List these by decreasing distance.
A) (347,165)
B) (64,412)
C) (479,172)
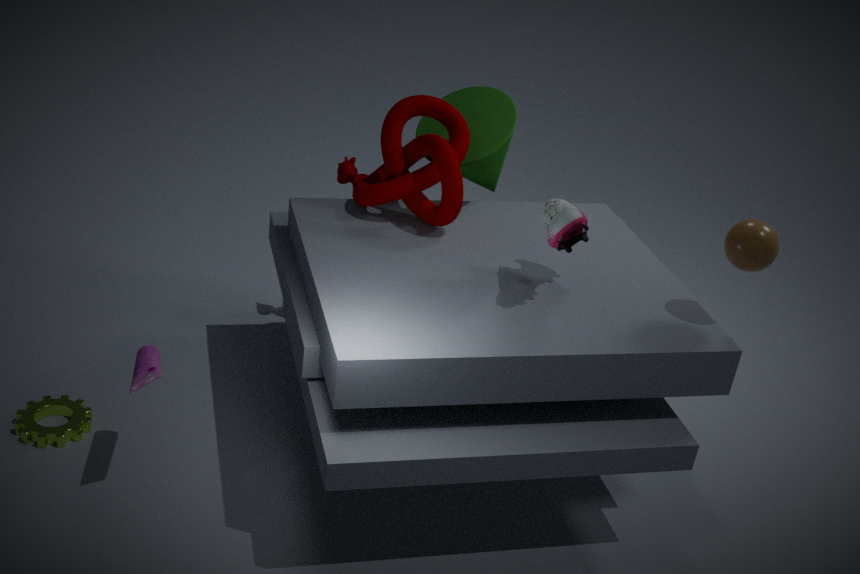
(347,165)
(479,172)
(64,412)
